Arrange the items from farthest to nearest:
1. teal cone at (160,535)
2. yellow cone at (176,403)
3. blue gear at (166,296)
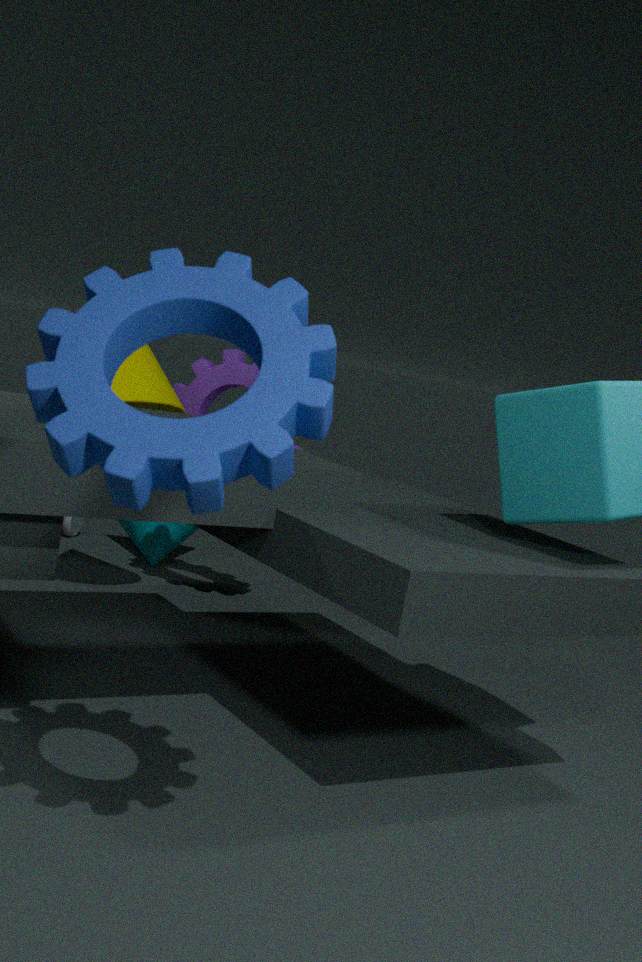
1. teal cone at (160,535)
2. yellow cone at (176,403)
3. blue gear at (166,296)
